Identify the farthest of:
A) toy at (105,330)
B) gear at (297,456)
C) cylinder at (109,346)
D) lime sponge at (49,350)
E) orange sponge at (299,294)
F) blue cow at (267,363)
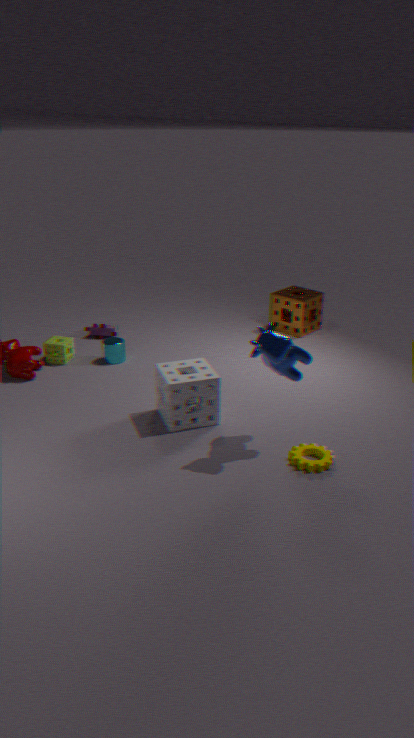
orange sponge at (299,294)
